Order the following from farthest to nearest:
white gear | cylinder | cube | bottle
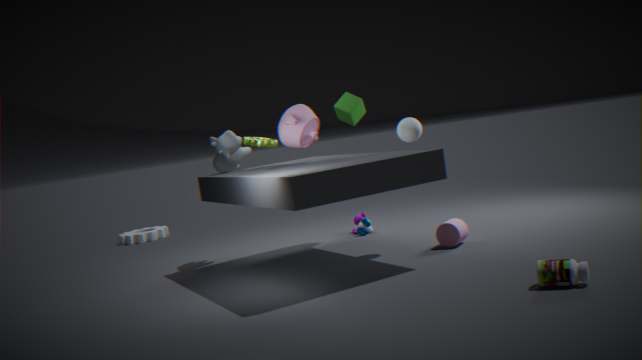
1. white gear
2. cube
3. cylinder
4. bottle
